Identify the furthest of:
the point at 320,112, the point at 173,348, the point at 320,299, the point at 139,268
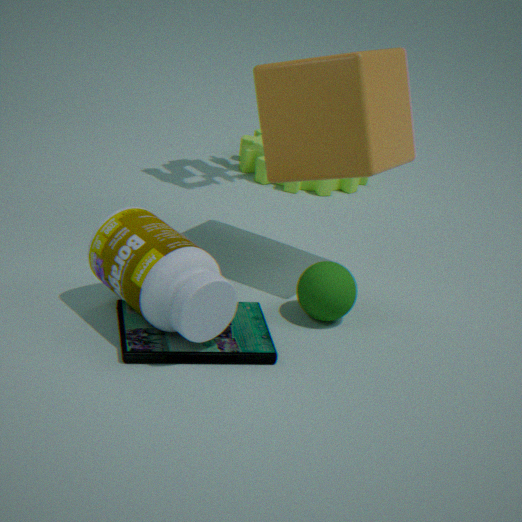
the point at 320,112
